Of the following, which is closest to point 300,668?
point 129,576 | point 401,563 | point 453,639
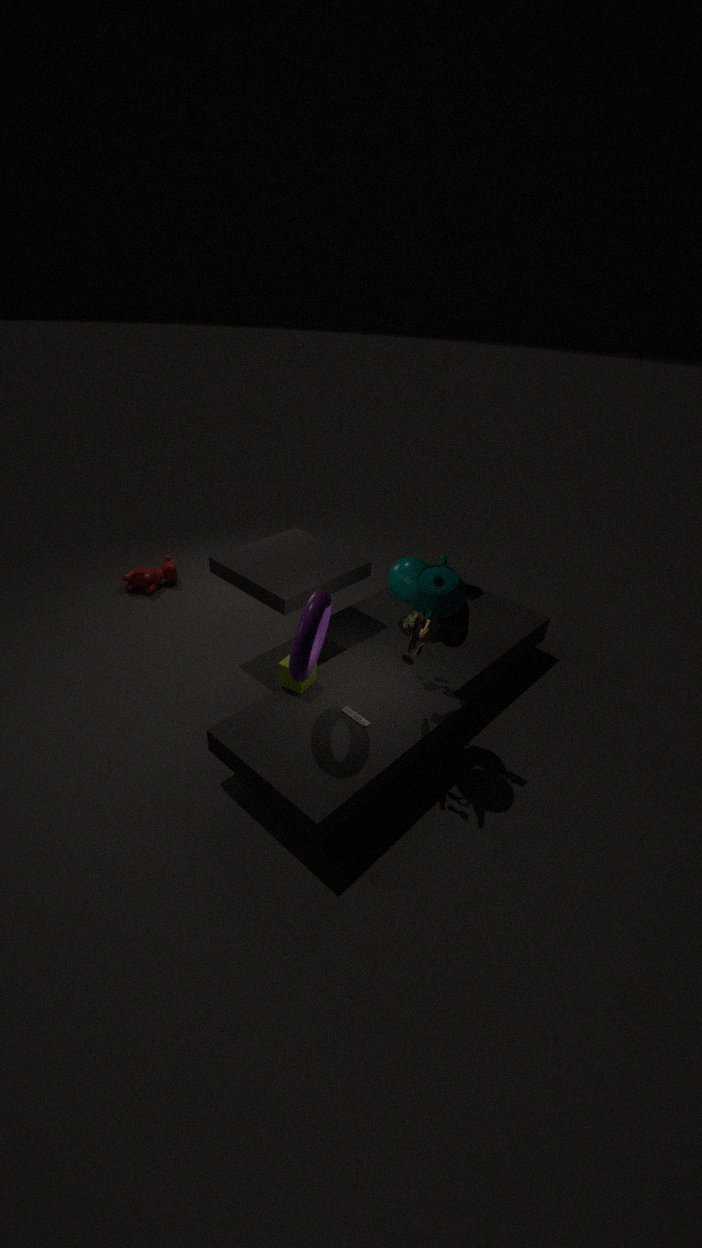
point 453,639
